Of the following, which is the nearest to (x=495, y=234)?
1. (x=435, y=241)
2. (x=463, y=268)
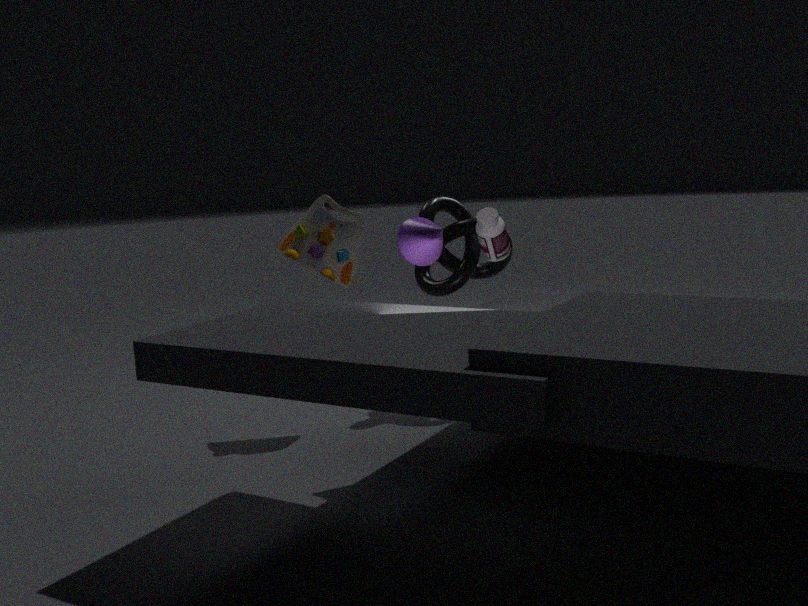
(x=435, y=241)
